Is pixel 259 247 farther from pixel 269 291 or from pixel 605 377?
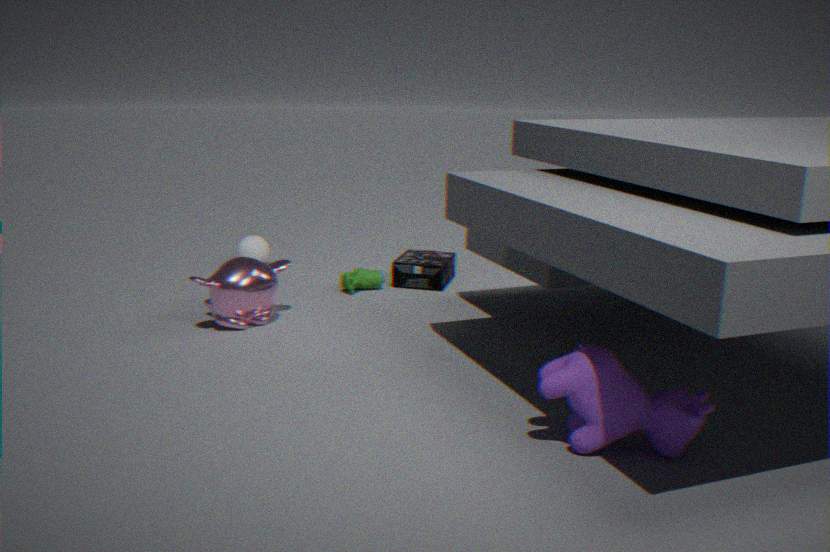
pixel 605 377
